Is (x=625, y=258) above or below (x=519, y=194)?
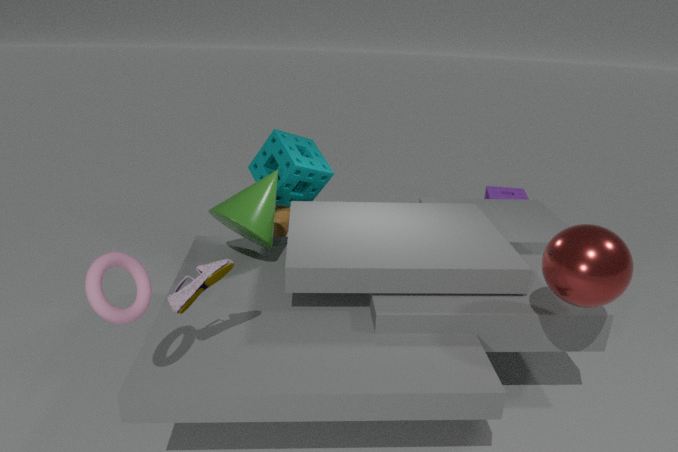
above
